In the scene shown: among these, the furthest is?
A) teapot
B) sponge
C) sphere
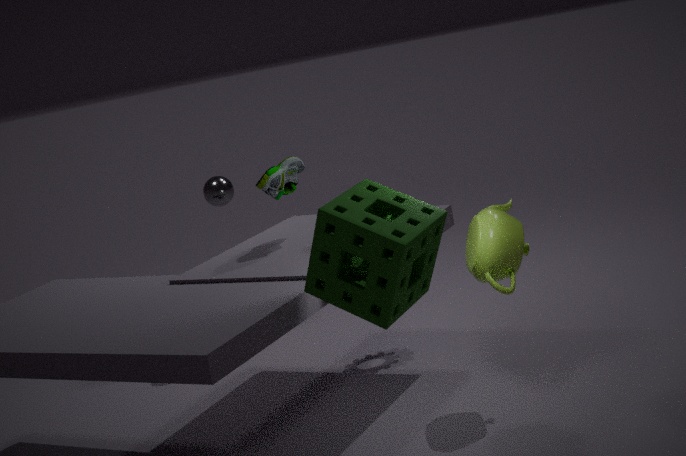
sphere
